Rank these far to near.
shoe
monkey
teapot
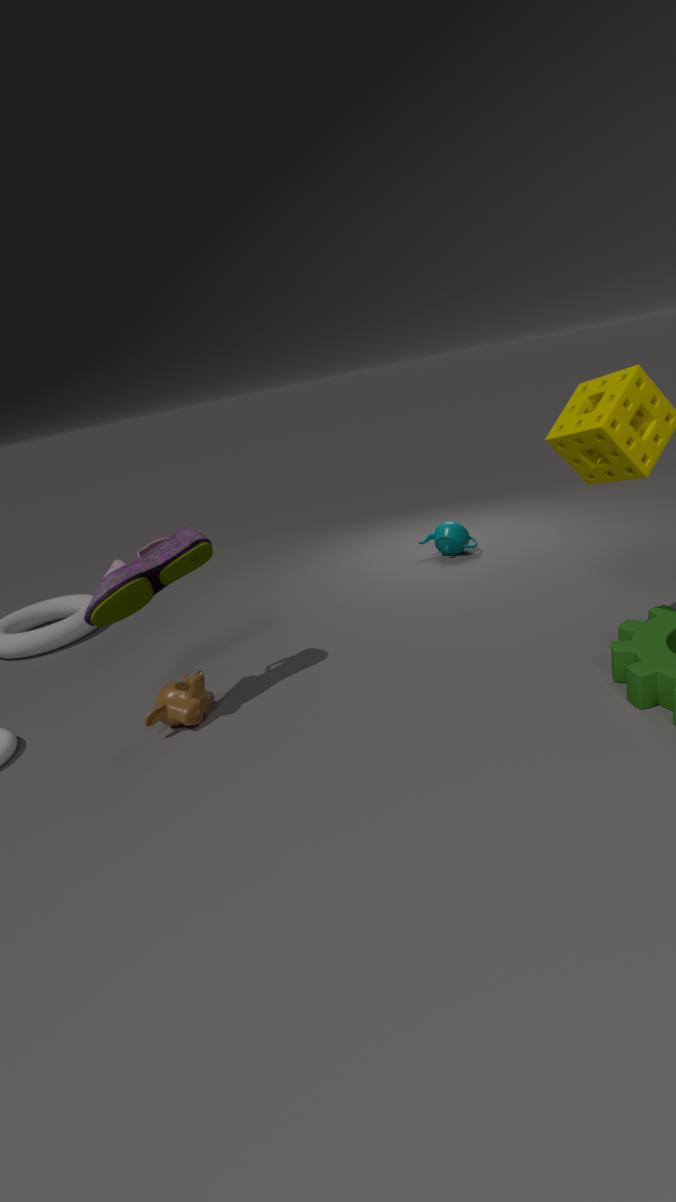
teapot → monkey → shoe
